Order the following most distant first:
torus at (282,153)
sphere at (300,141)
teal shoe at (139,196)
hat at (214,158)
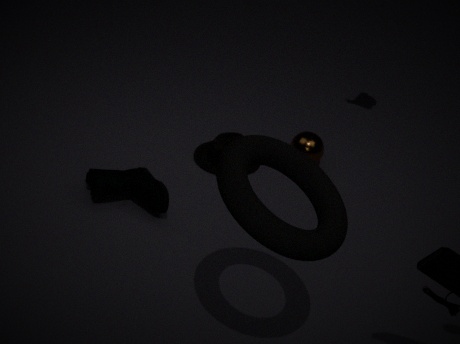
1. sphere at (300,141)
2. hat at (214,158)
3. teal shoe at (139,196)
4. torus at (282,153)
